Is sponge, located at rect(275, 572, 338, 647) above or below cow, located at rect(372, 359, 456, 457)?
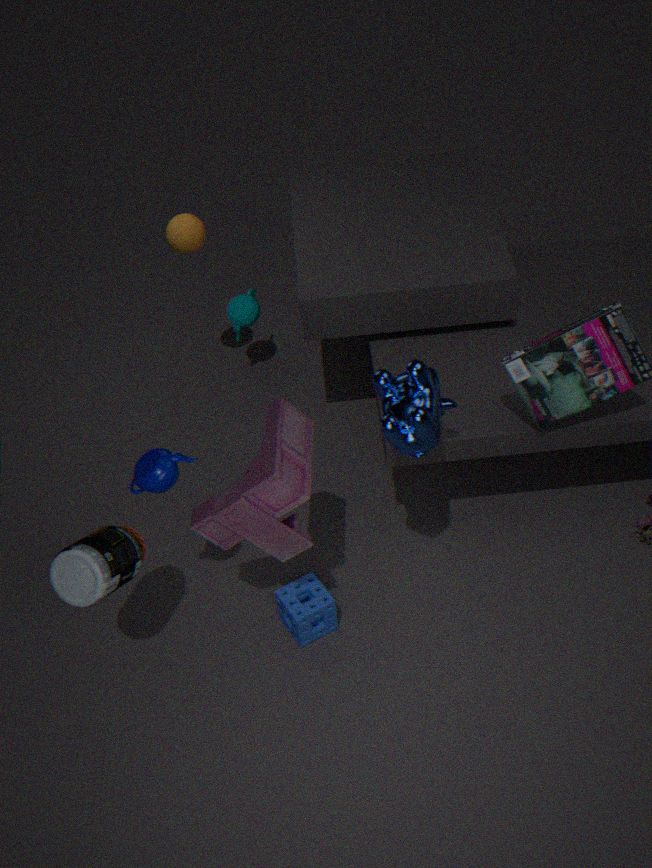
below
